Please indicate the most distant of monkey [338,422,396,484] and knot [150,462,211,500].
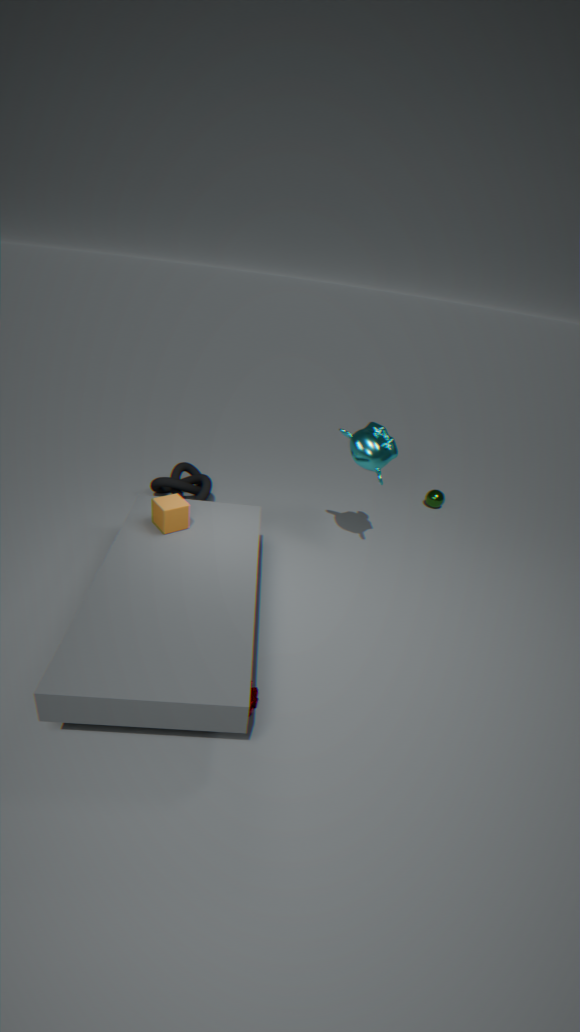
knot [150,462,211,500]
